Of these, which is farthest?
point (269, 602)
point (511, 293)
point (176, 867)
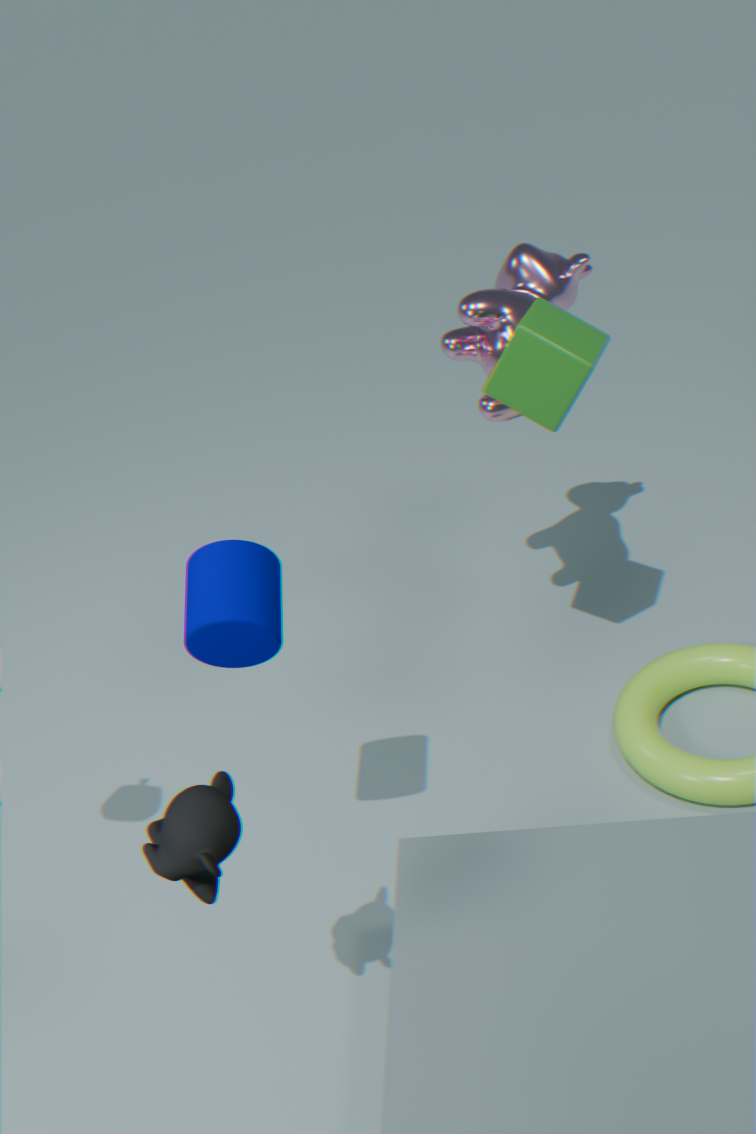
point (511, 293)
